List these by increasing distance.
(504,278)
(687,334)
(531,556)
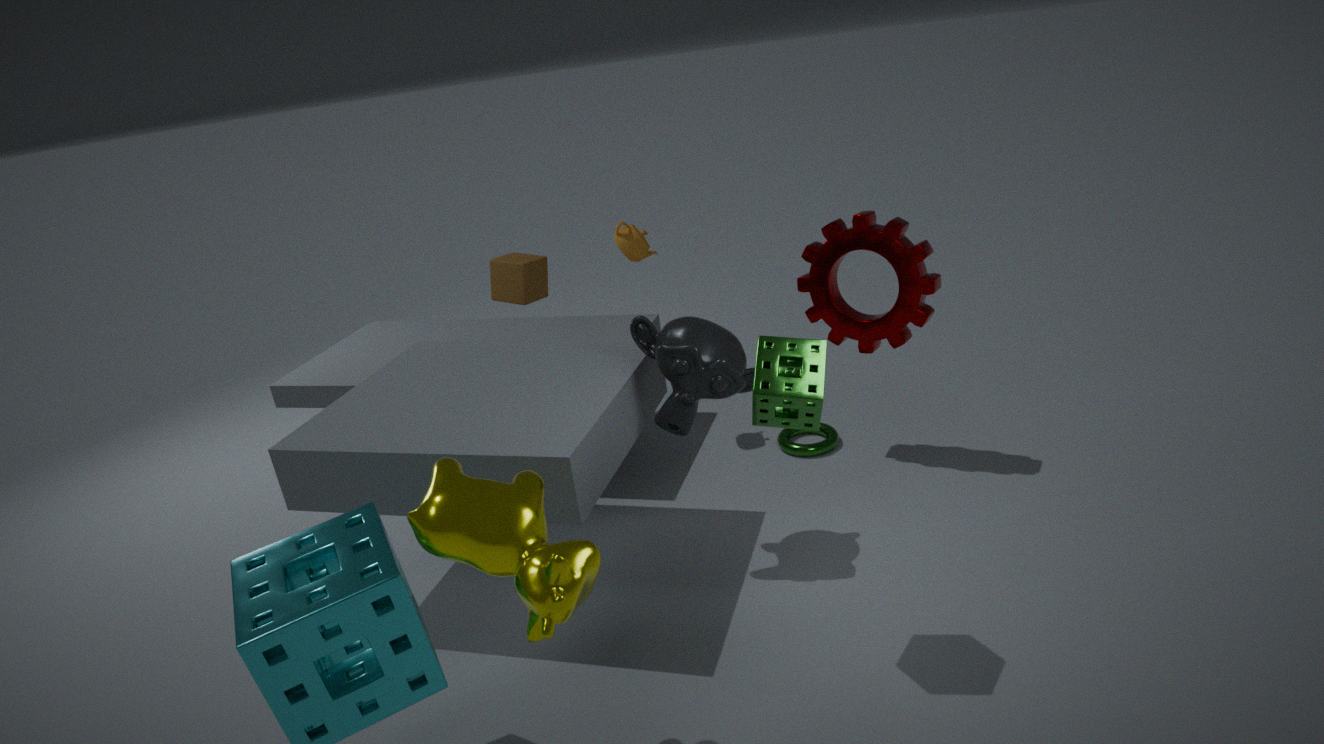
(531,556)
(687,334)
(504,278)
